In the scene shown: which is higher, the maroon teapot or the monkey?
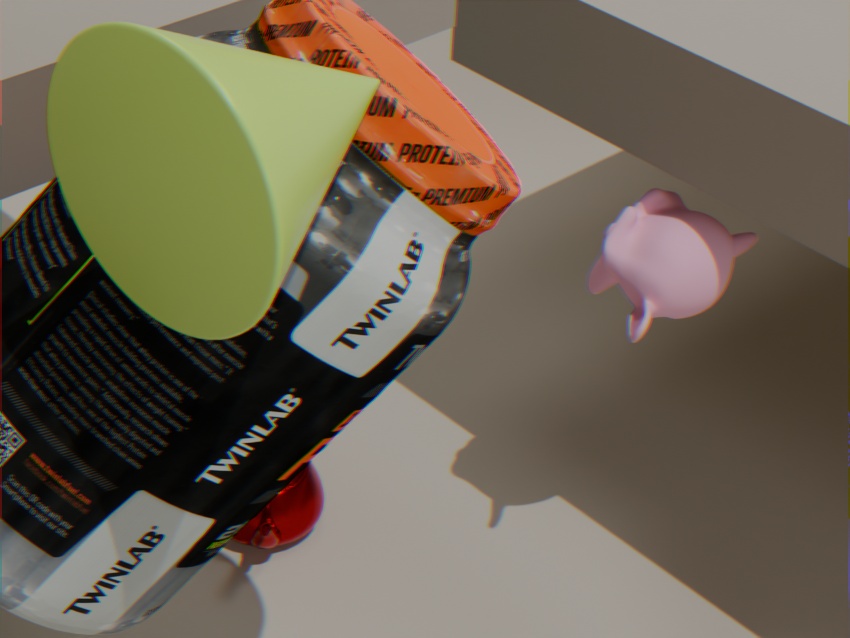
the monkey
